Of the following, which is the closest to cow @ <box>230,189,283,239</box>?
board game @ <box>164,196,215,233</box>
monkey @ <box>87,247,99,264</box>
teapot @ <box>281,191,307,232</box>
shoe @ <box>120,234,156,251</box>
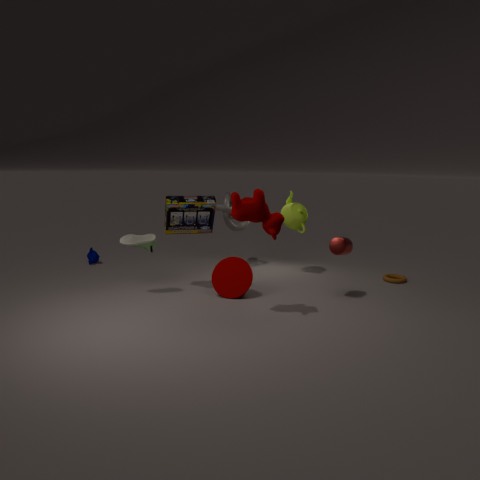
board game @ <box>164,196,215,233</box>
